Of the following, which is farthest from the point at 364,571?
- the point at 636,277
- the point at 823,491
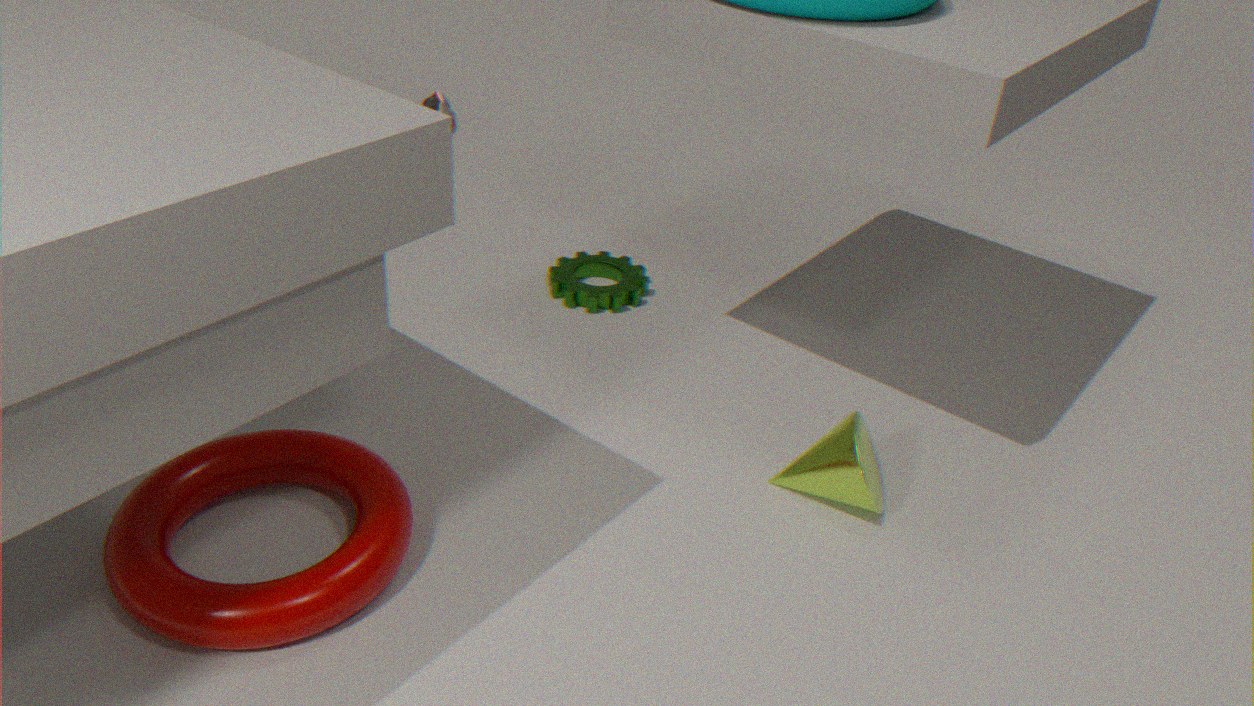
the point at 636,277
